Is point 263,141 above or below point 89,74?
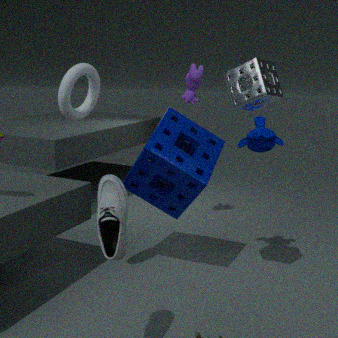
below
